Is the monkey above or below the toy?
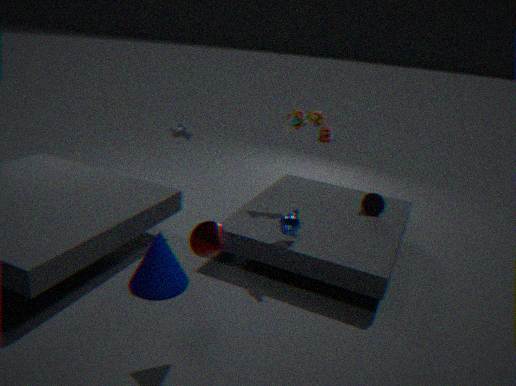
below
